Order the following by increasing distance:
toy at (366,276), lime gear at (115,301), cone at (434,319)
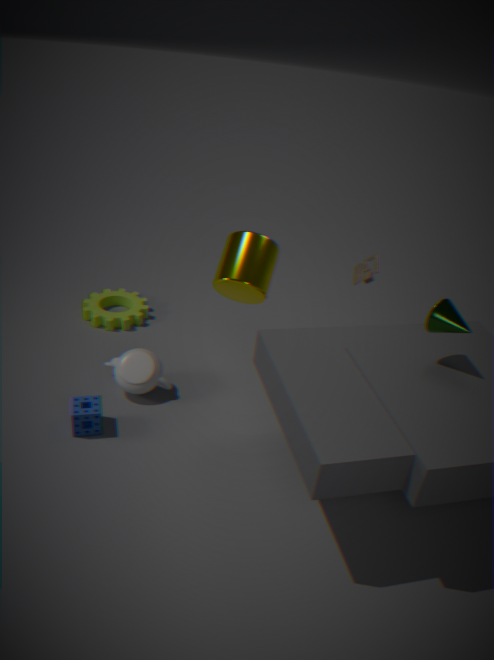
cone at (434,319)
toy at (366,276)
lime gear at (115,301)
